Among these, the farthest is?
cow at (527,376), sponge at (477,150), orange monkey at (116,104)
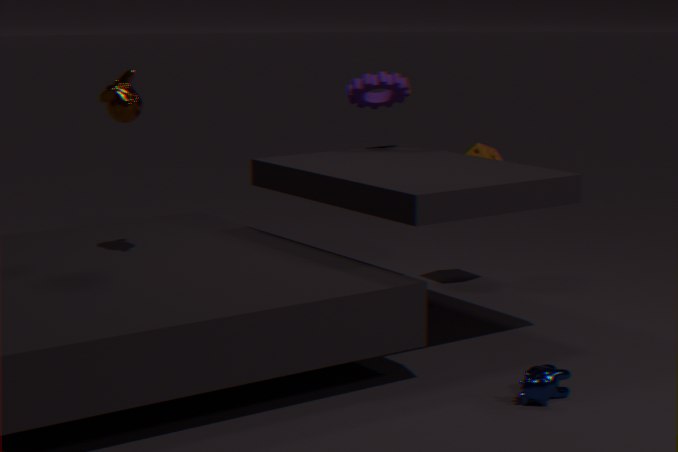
sponge at (477,150)
